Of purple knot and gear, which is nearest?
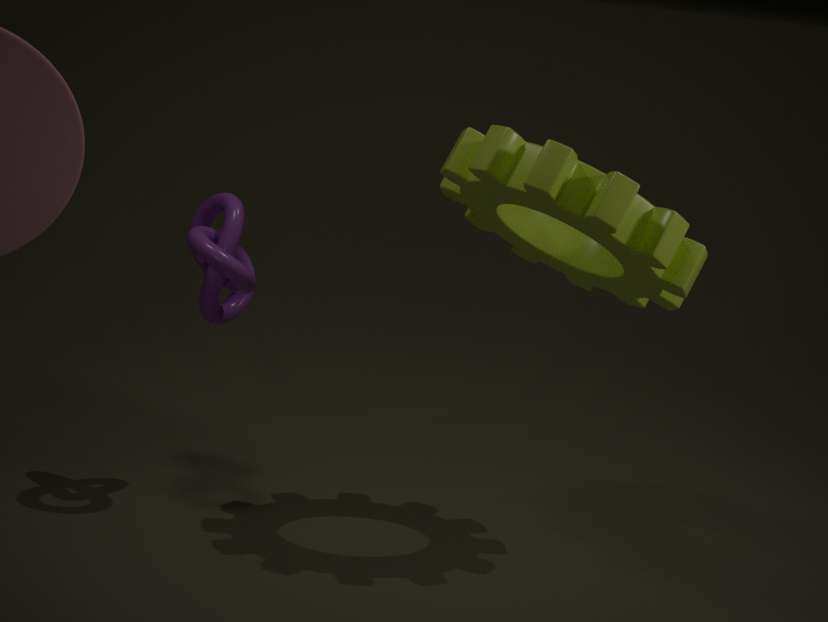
gear
